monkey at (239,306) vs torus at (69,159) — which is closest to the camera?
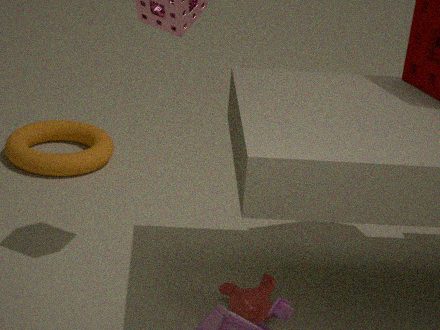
monkey at (239,306)
